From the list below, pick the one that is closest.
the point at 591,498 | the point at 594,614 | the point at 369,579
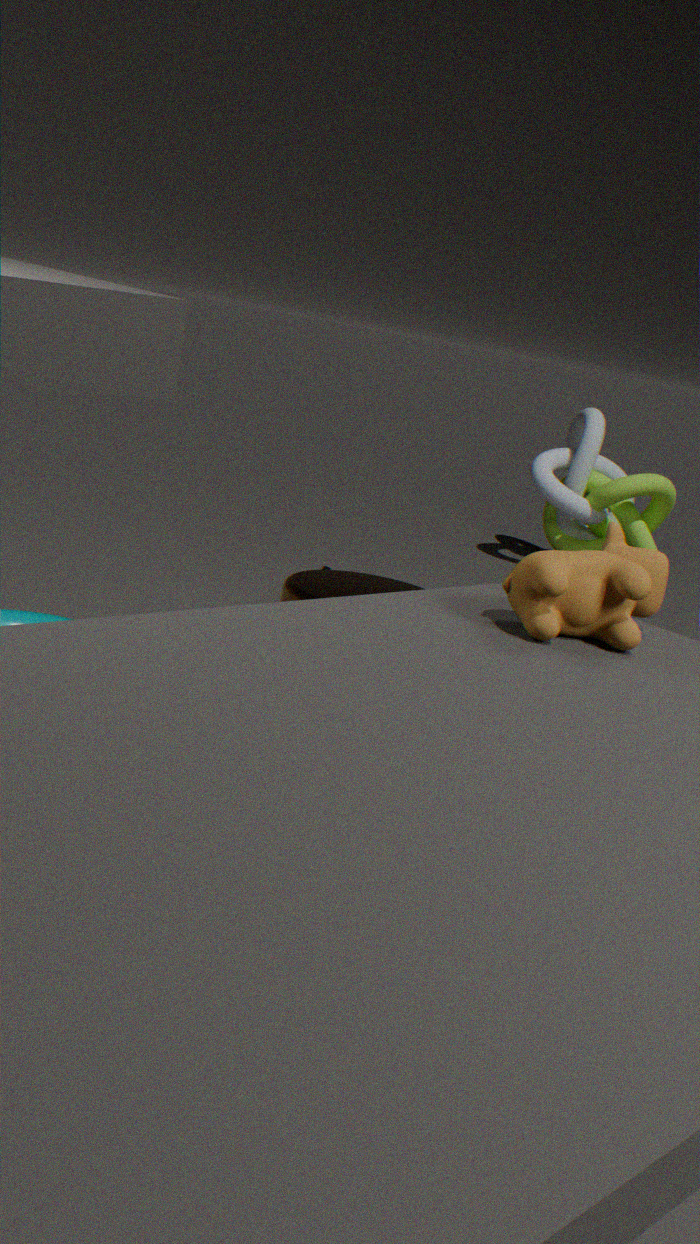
the point at 594,614
